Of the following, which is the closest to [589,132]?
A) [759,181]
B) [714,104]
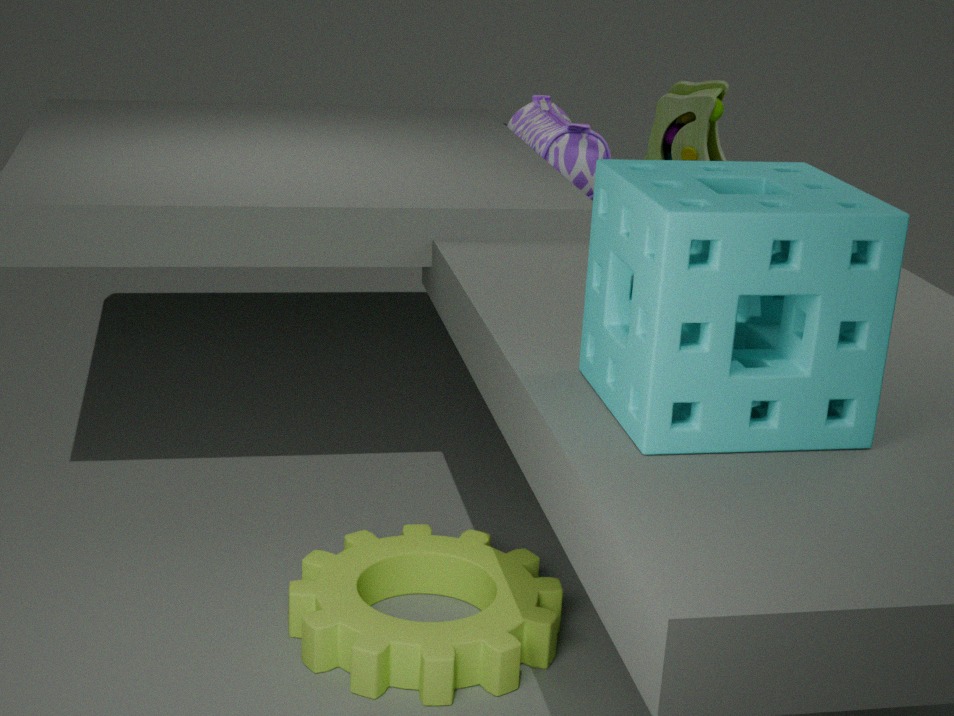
[714,104]
